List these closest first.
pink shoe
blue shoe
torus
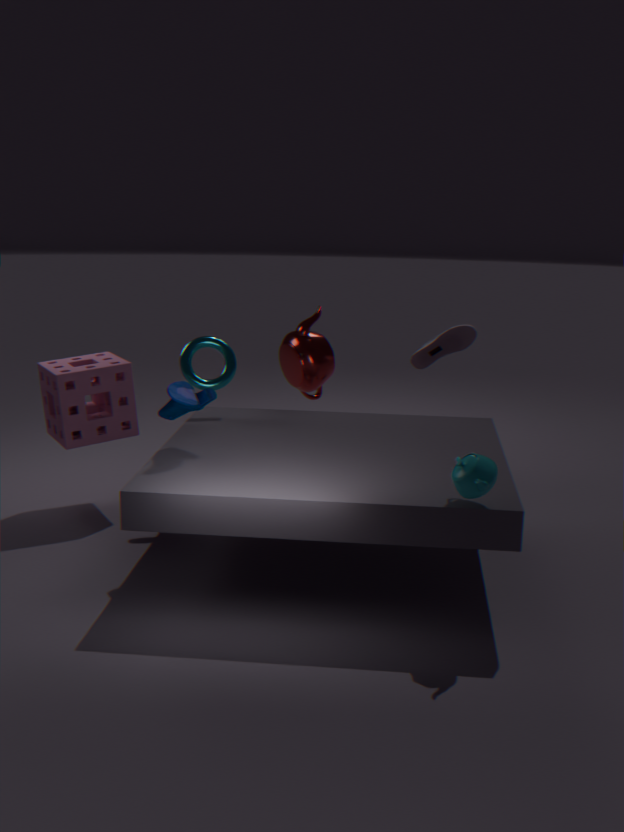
blue shoe < torus < pink shoe
